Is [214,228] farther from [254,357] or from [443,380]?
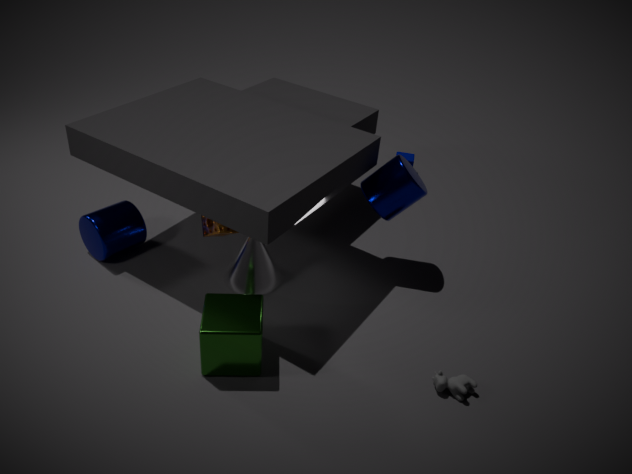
[443,380]
